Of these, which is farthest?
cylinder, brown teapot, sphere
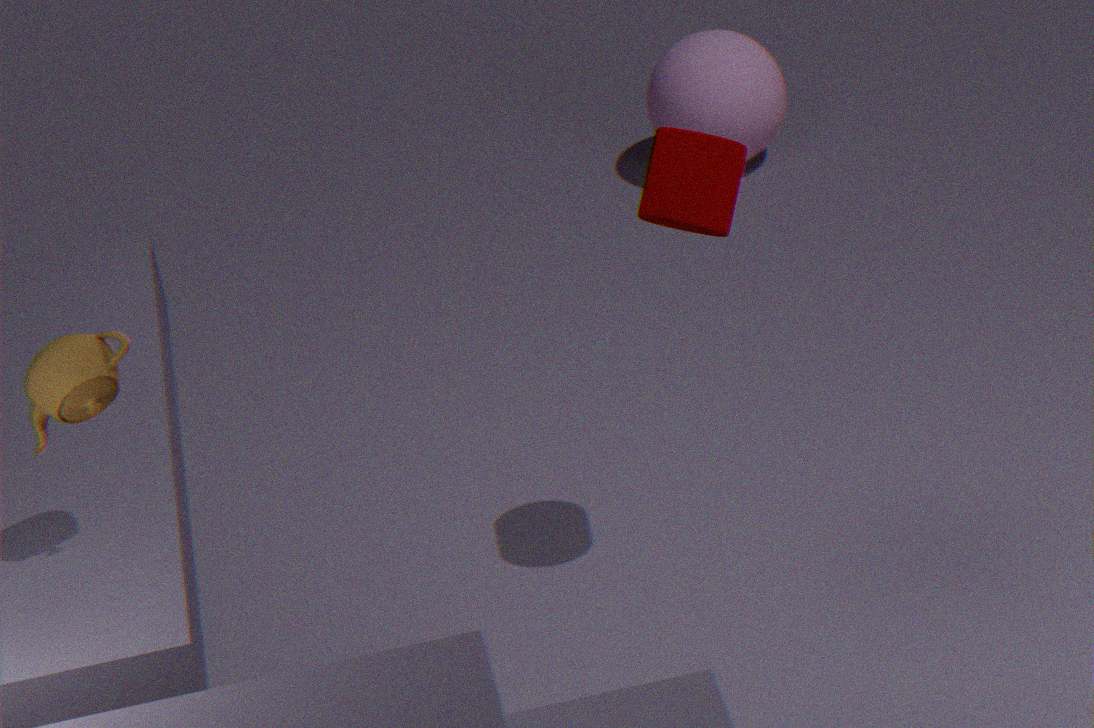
sphere
